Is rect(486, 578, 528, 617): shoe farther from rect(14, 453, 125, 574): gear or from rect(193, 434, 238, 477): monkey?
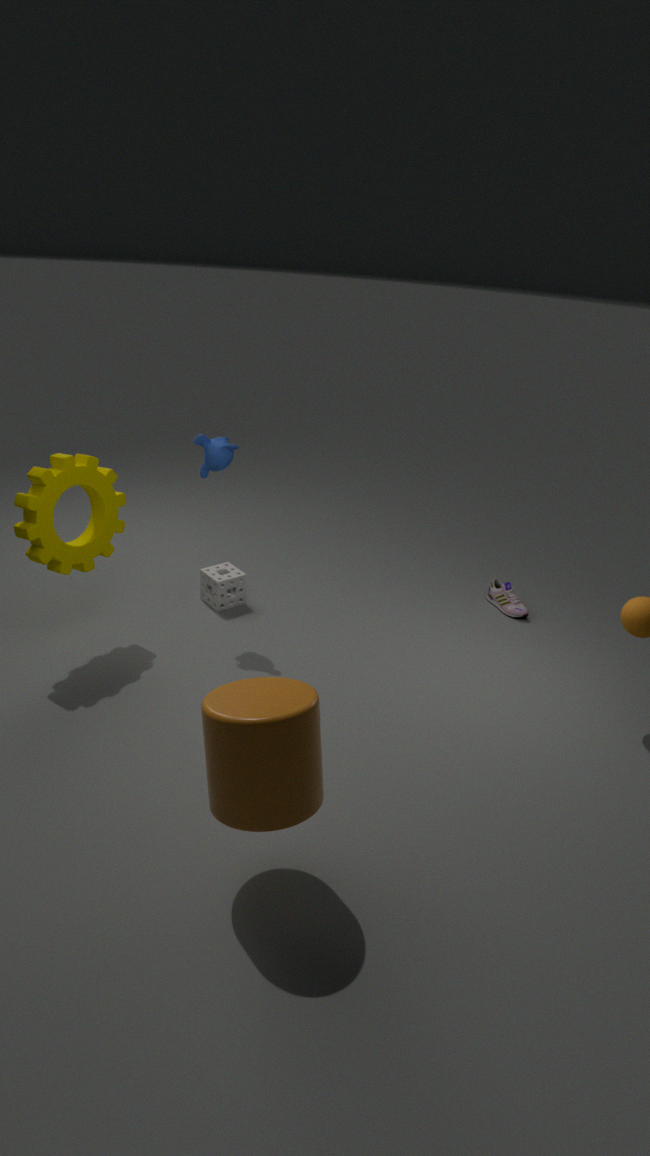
rect(14, 453, 125, 574): gear
